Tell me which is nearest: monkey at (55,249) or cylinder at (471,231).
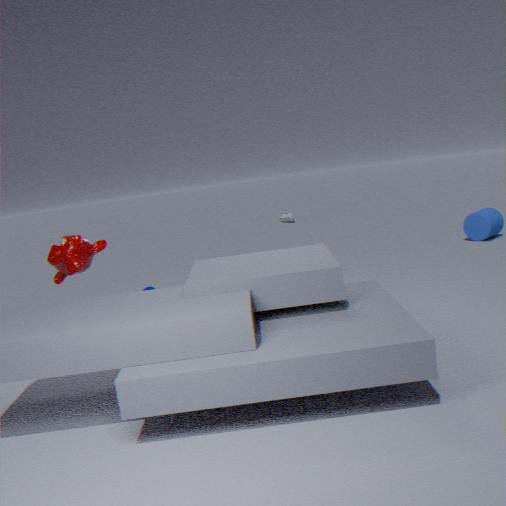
monkey at (55,249)
